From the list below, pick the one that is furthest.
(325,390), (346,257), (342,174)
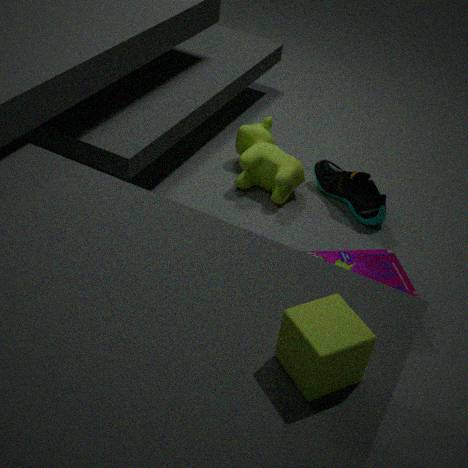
(342,174)
